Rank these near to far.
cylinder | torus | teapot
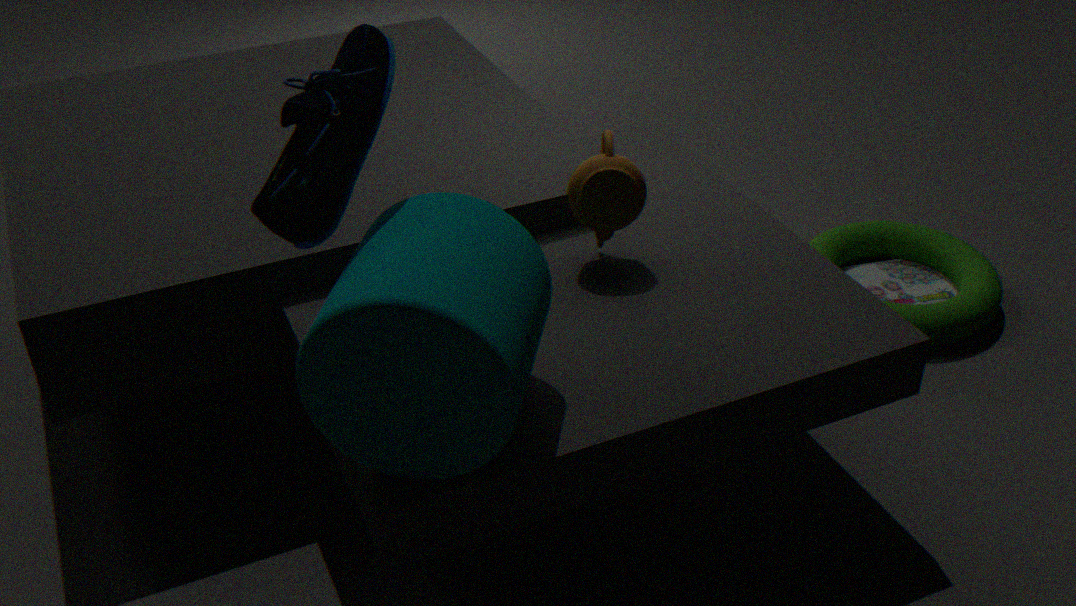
1. cylinder
2. teapot
3. torus
